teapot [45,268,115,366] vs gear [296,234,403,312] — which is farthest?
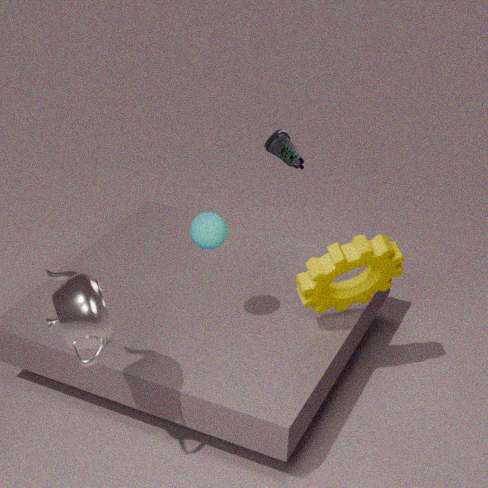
gear [296,234,403,312]
